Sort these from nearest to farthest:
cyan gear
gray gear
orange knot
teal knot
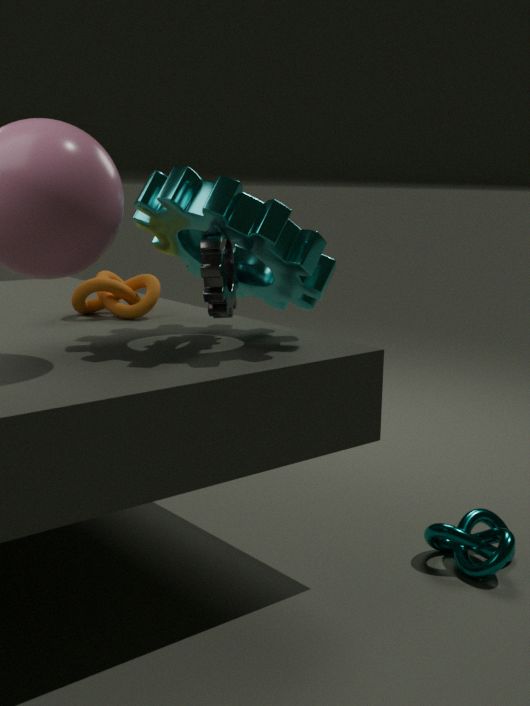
cyan gear → gray gear → teal knot → orange knot
